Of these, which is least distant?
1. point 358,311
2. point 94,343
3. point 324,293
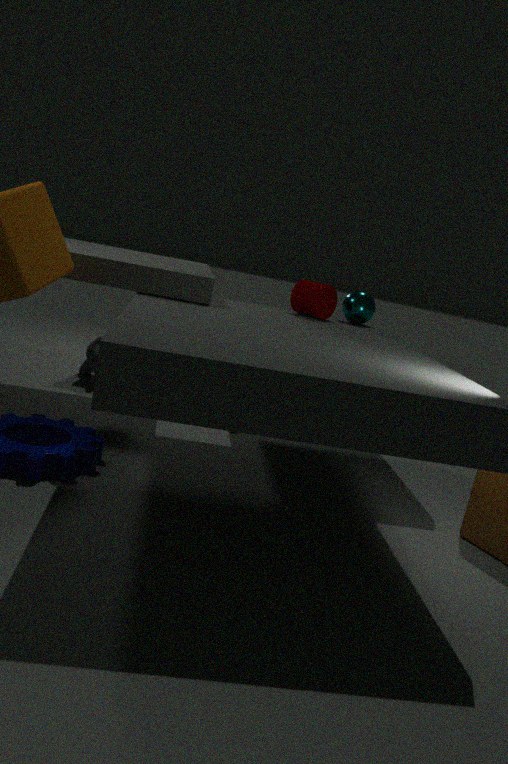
point 324,293
